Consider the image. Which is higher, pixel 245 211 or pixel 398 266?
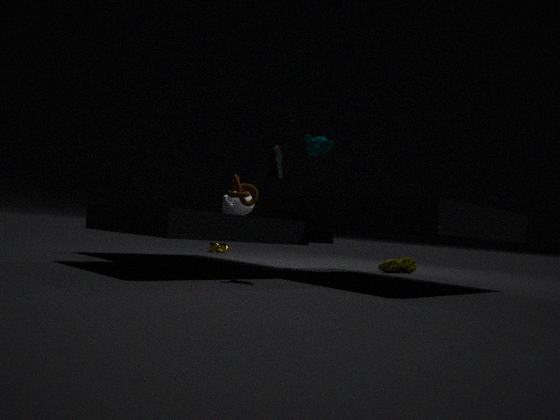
pixel 245 211
